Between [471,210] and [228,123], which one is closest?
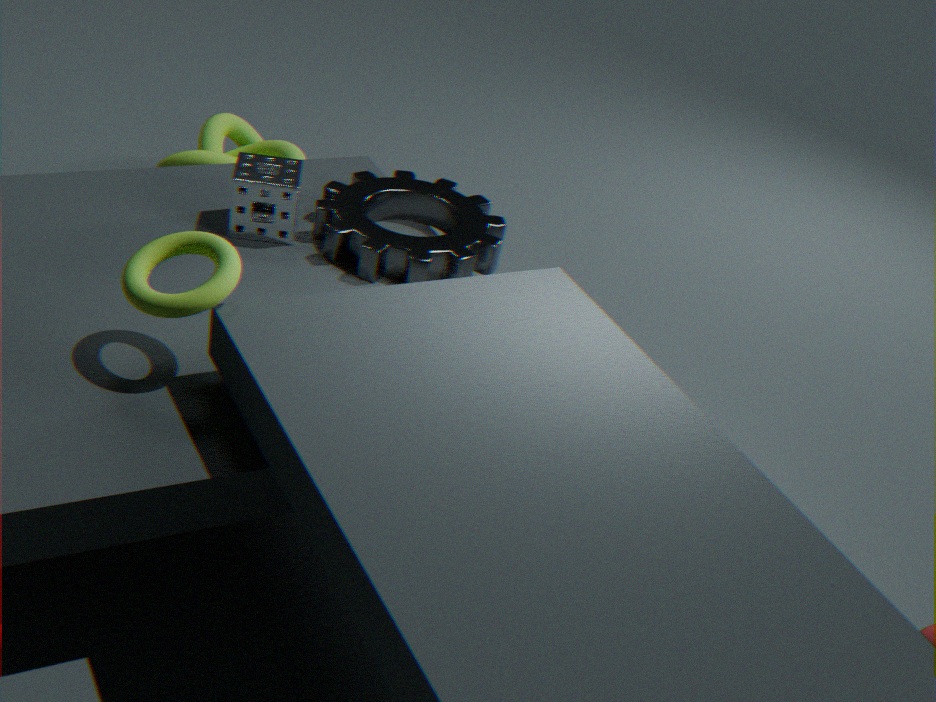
[471,210]
